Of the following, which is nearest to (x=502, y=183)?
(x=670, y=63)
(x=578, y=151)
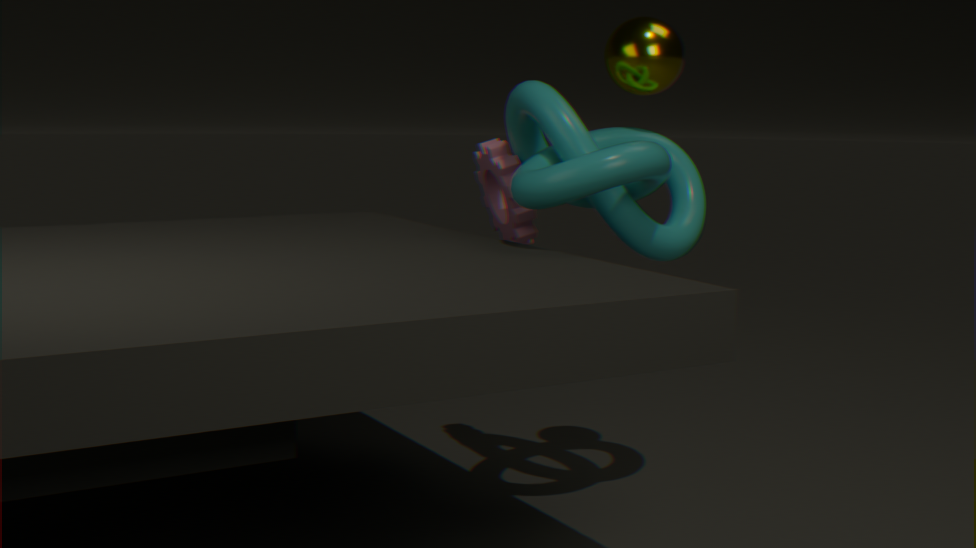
(x=578, y=151)
